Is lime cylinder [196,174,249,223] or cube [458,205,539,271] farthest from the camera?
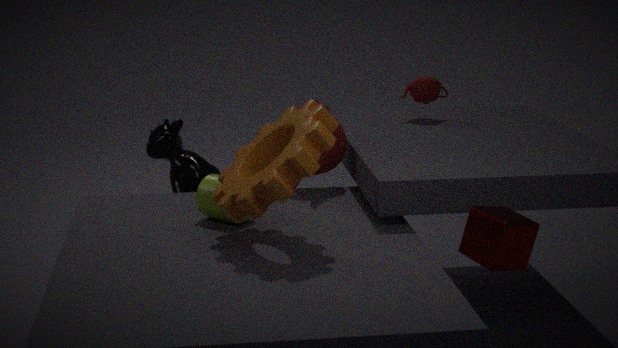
lime cylinder [196,174,249,223]
